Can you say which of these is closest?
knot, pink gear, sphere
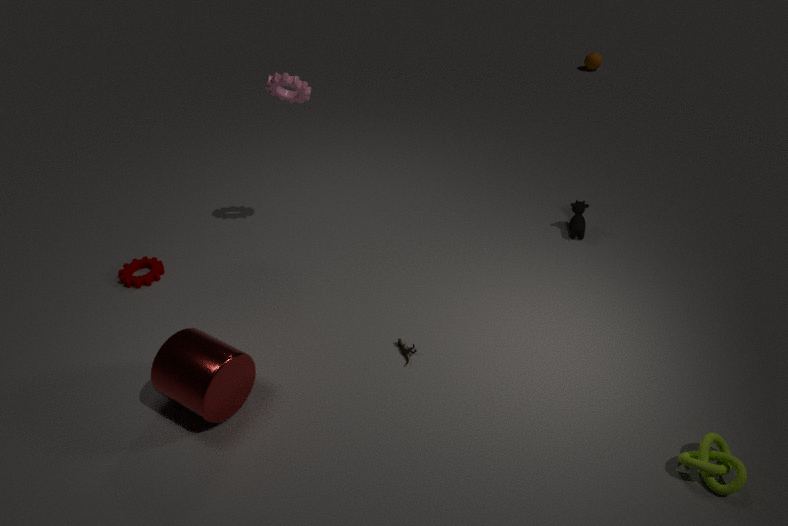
knot
